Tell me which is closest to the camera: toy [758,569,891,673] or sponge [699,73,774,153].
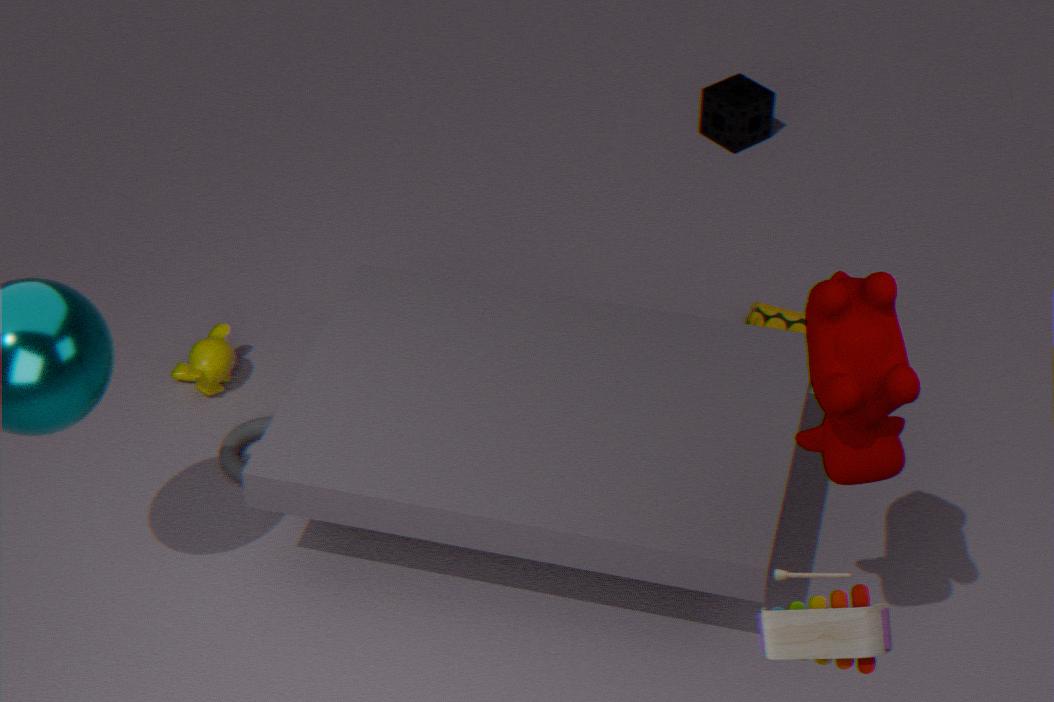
toy [758,569,891,673]
